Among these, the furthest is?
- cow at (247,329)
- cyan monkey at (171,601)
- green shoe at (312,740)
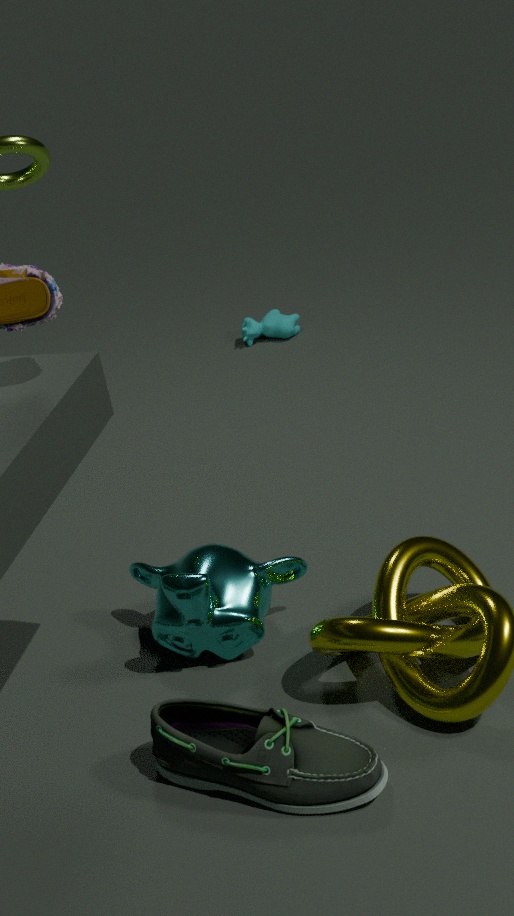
cow at (247,329)
